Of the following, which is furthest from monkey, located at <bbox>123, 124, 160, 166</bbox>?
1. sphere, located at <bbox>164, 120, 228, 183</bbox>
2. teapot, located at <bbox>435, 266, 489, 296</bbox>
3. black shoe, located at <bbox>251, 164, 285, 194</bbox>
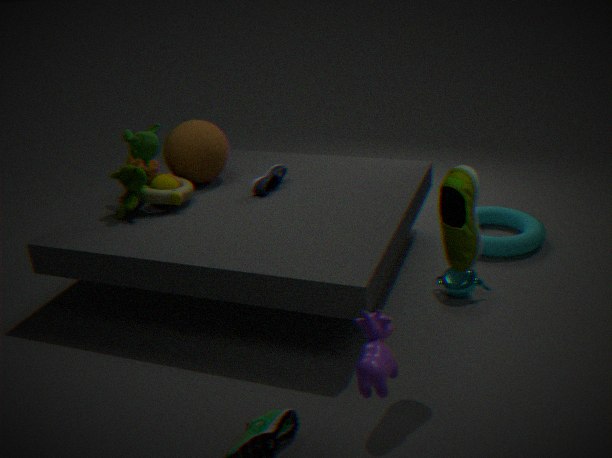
teapot, located at <bbox>435, 266, 489, 296</bbox>
